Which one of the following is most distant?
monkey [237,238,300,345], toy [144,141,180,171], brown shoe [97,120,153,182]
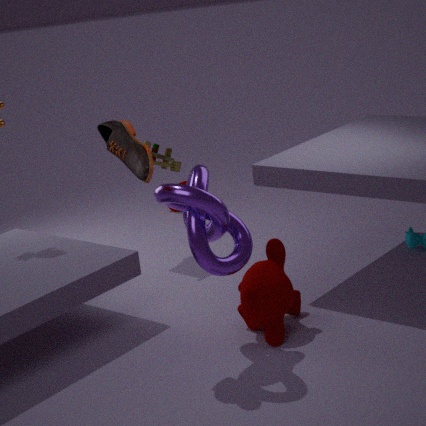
toy [144,141,180,171]
